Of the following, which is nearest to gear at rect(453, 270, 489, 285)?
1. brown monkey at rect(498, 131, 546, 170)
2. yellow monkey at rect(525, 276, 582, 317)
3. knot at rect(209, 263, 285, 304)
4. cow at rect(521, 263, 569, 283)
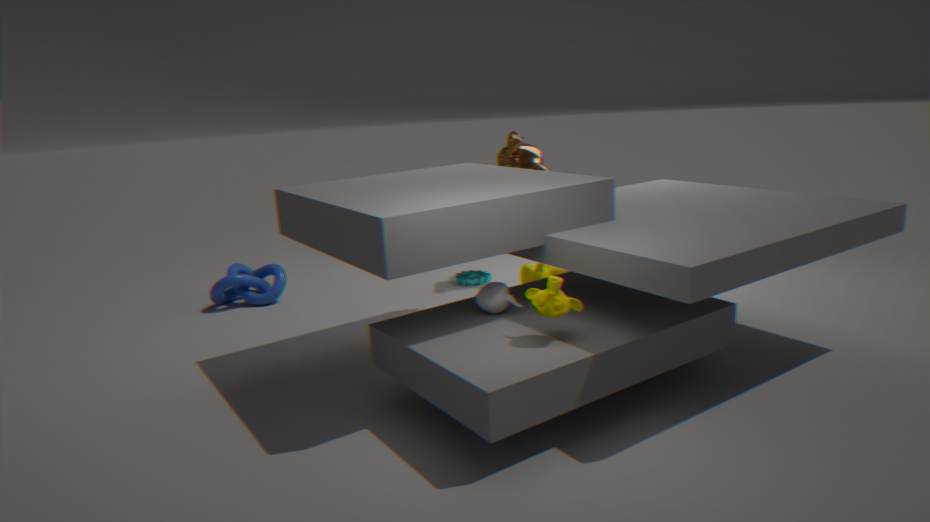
cow at rect(521, 263, 569, 283)
